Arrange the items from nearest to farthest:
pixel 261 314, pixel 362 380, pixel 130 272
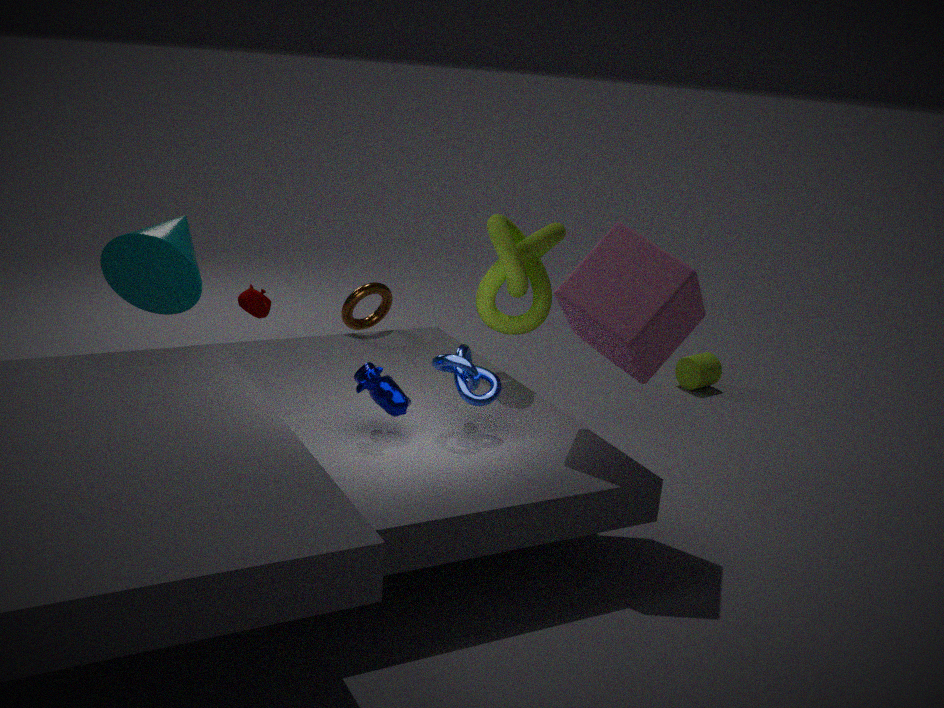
pixel 362 380, pixel 130 272, pixel 261 314
